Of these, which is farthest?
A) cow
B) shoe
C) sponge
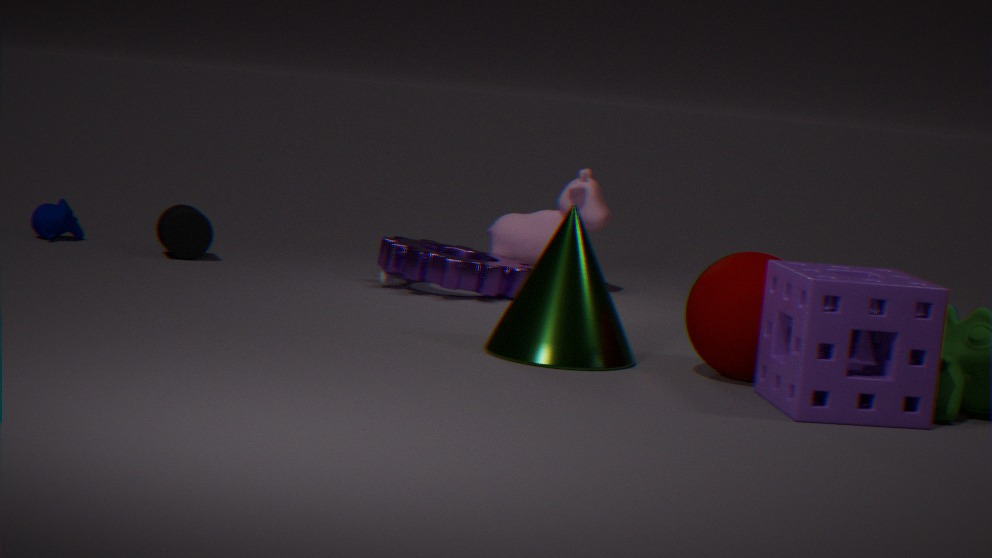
cow
